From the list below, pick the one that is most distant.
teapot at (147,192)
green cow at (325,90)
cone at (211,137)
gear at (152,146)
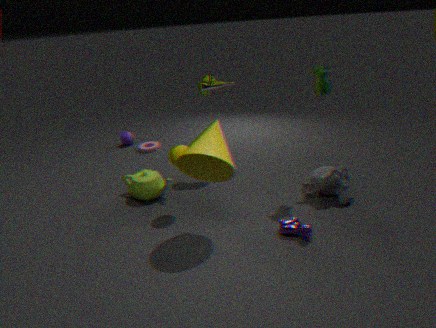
gear at (152,146)
